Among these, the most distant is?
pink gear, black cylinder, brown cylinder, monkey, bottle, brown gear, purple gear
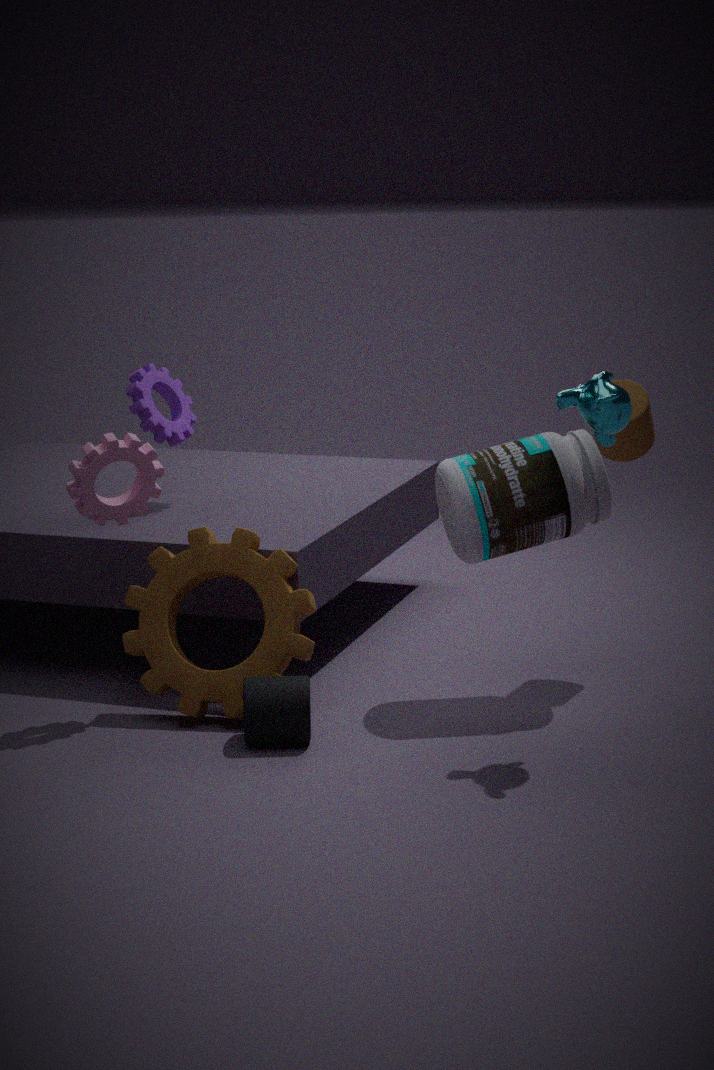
purple gear
